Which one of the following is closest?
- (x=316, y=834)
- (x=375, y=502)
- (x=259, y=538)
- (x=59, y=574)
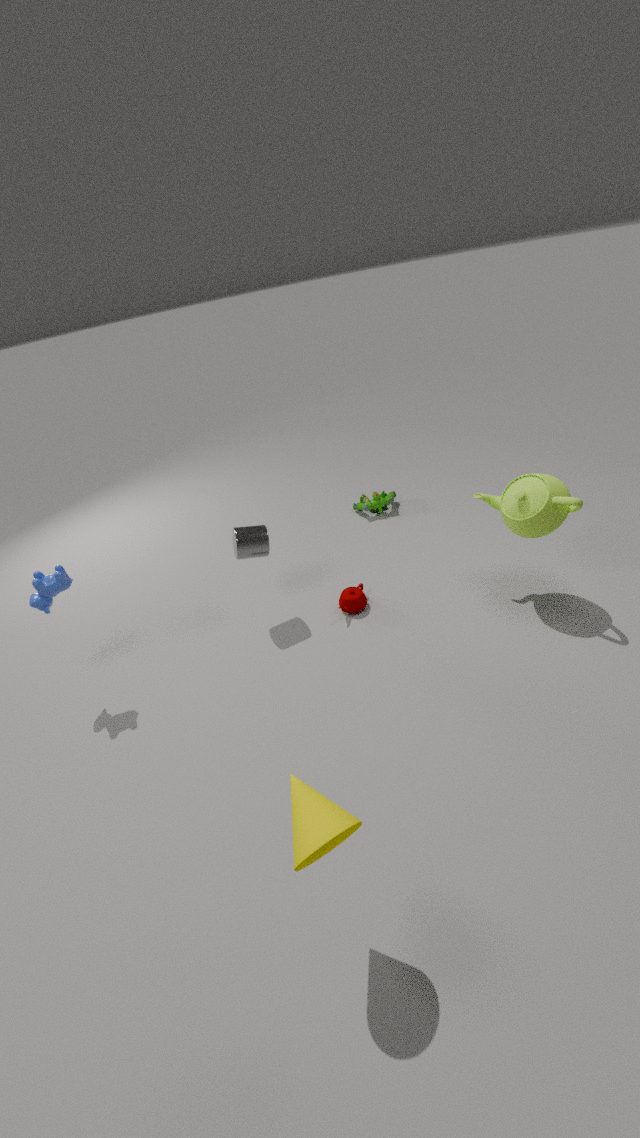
(x=316, y=834)
